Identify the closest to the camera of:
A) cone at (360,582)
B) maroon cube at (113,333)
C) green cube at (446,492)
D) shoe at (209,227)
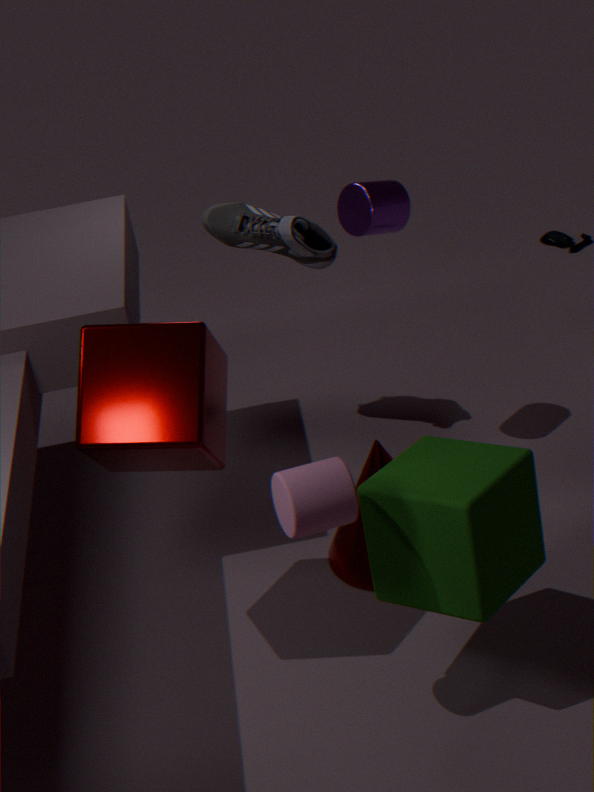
green cube at (446,492)
